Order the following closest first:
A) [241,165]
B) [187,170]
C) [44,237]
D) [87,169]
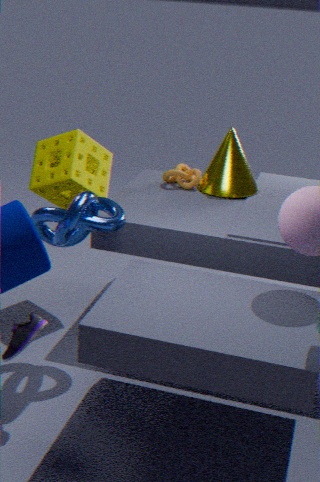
[44,237]
[87,169]
[241,165]
[187,170]
